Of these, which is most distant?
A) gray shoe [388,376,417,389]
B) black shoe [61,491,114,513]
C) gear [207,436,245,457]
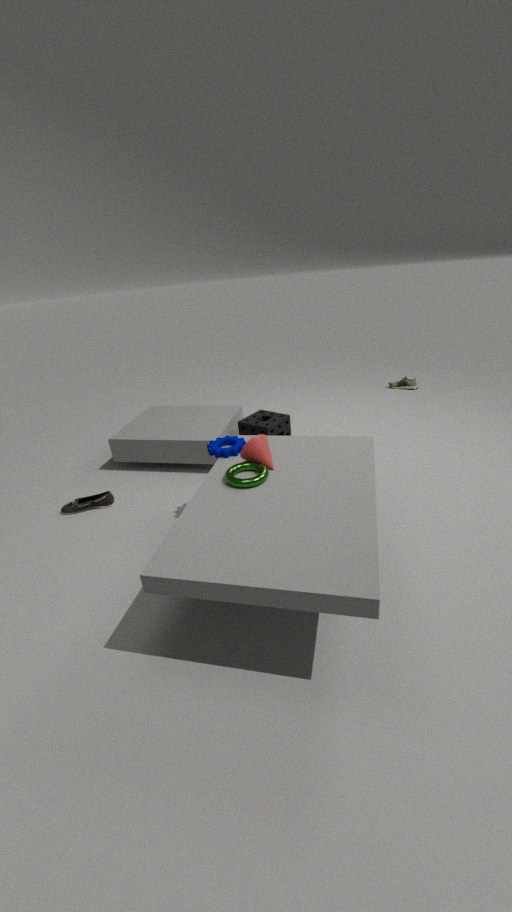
gray shoe [388,376,417,389]
